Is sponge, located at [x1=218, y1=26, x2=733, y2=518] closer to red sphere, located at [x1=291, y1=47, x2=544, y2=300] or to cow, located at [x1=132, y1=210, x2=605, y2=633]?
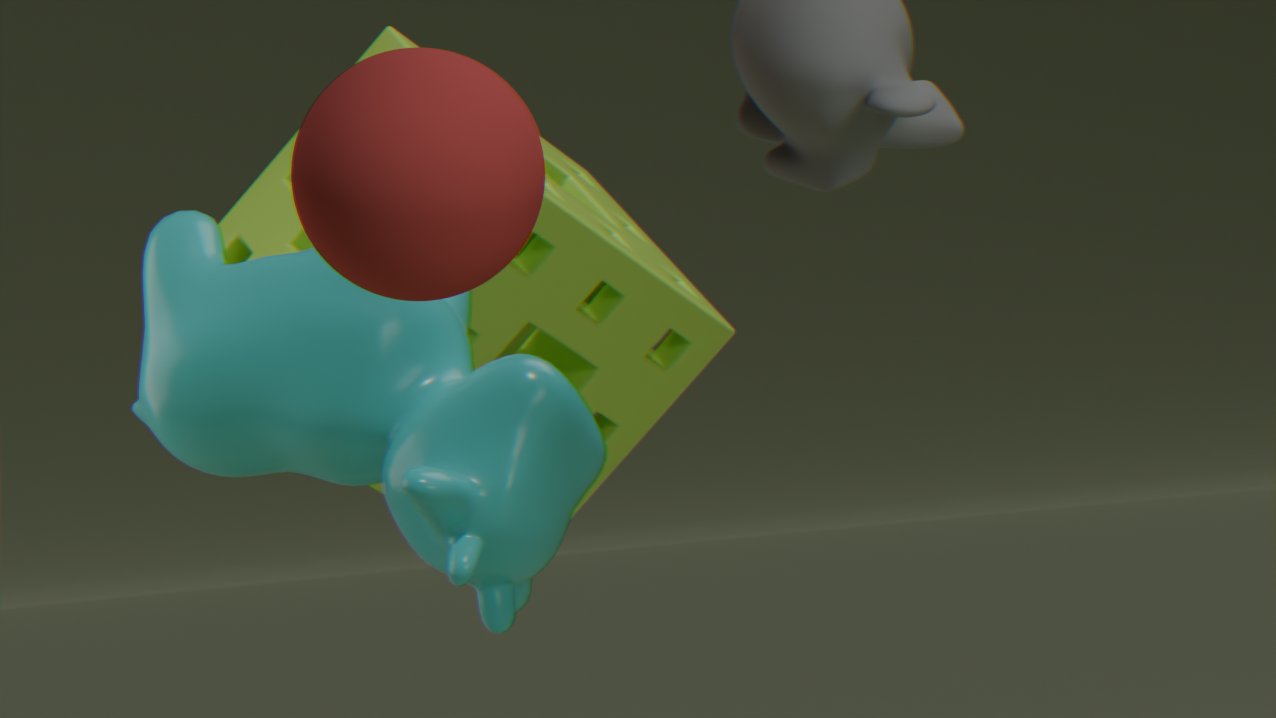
cow, located at [x1=132, y1=210, x2=605, y2=633]
